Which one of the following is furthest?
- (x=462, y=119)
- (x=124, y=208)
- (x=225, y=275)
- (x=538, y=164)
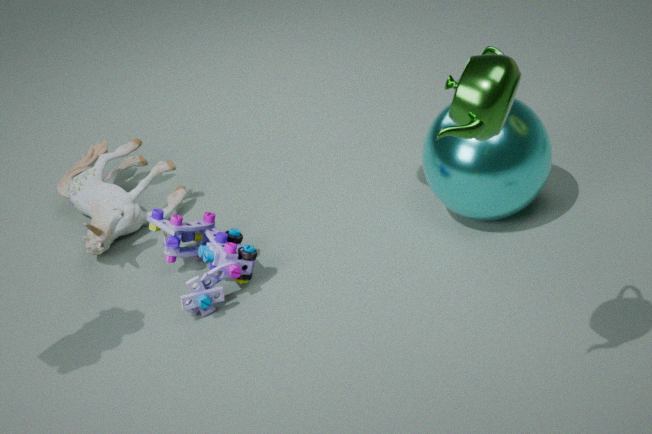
(x=124, y=208)
